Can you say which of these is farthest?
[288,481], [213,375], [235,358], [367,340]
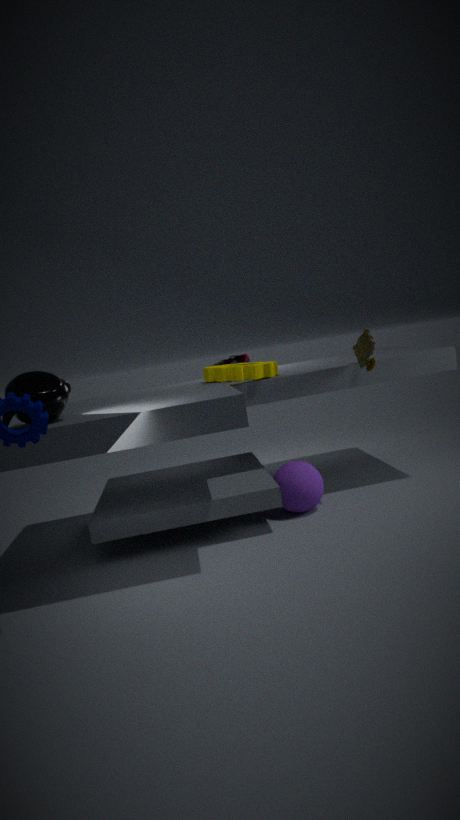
[235,358]
